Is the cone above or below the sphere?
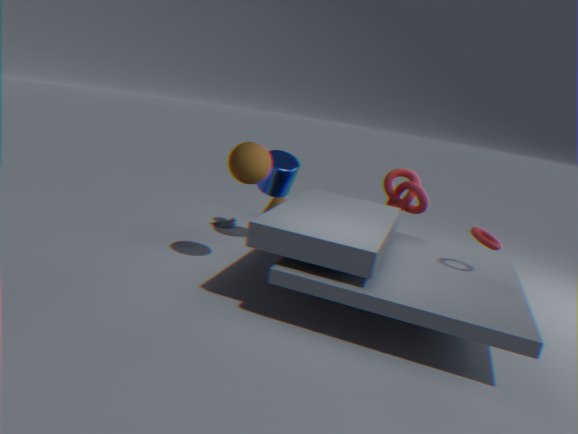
below
